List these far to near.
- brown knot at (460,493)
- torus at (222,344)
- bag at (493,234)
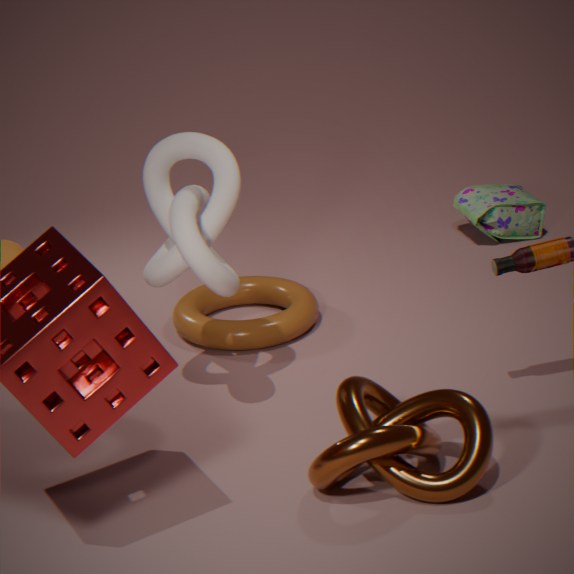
bag at (493,234), torus at (222,344), brown knot at (460,493)
